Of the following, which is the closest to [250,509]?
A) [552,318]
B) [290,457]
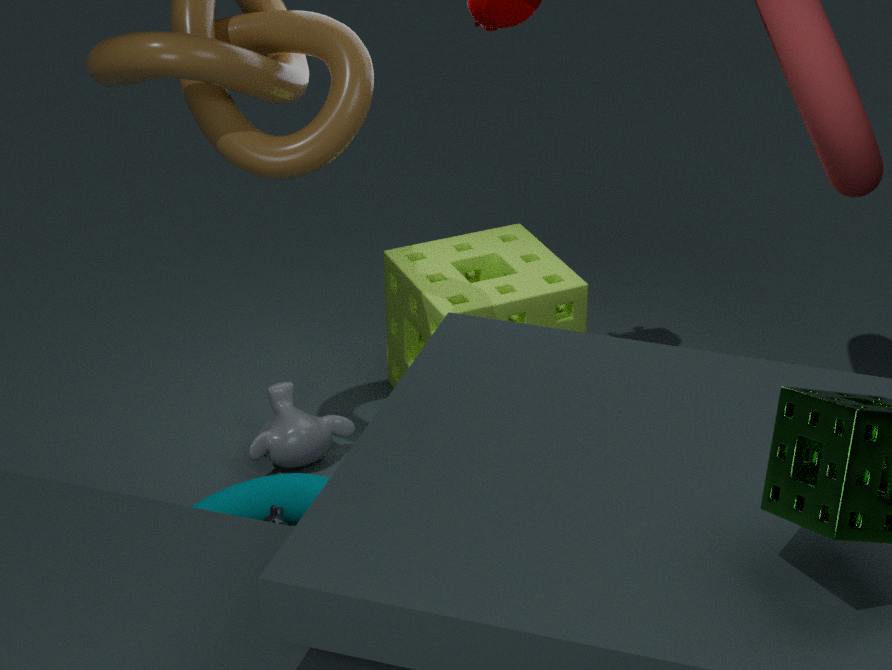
[290,457]
